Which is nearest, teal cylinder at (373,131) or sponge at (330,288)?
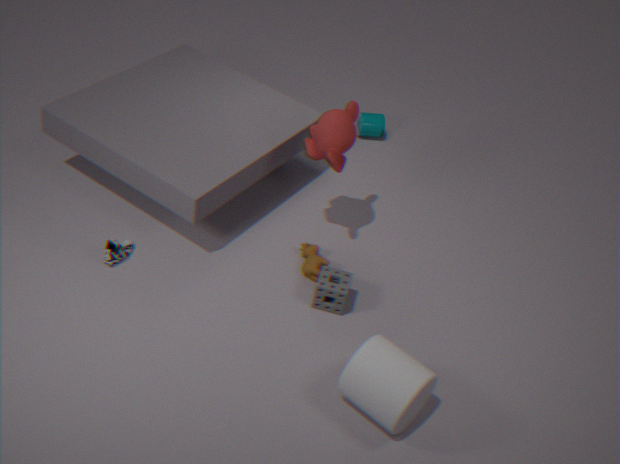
sponge at (330,288)
